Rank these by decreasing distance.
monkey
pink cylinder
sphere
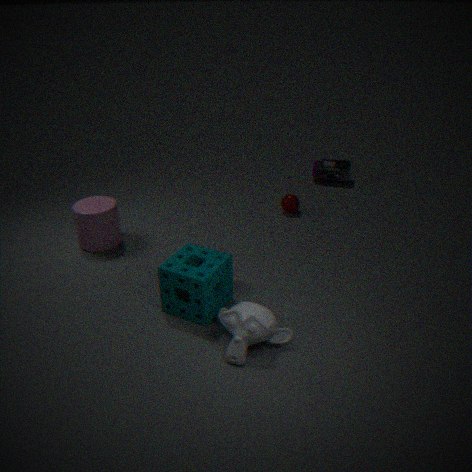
sphere
pink cylinder
monkey
